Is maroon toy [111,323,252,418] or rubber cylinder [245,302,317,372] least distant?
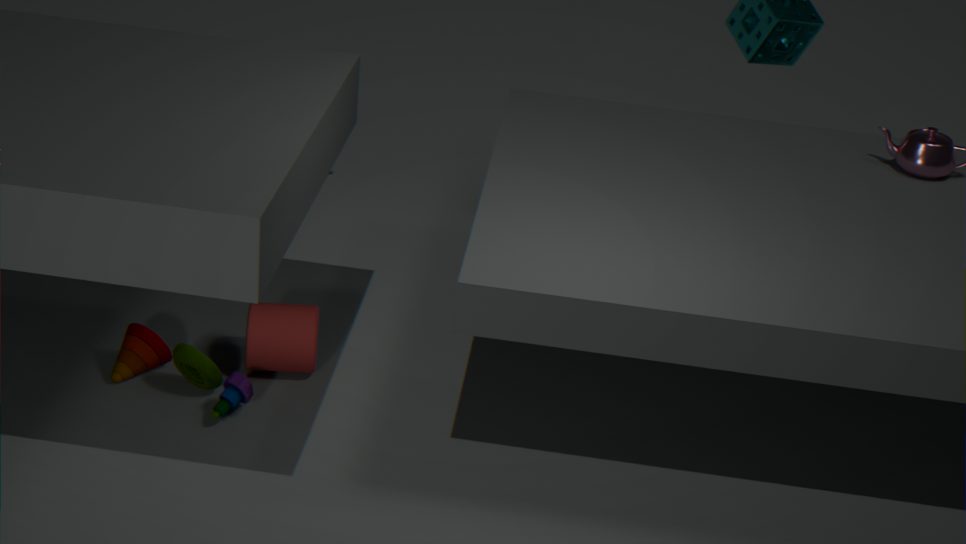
maroon toy [111,323,252,418]
